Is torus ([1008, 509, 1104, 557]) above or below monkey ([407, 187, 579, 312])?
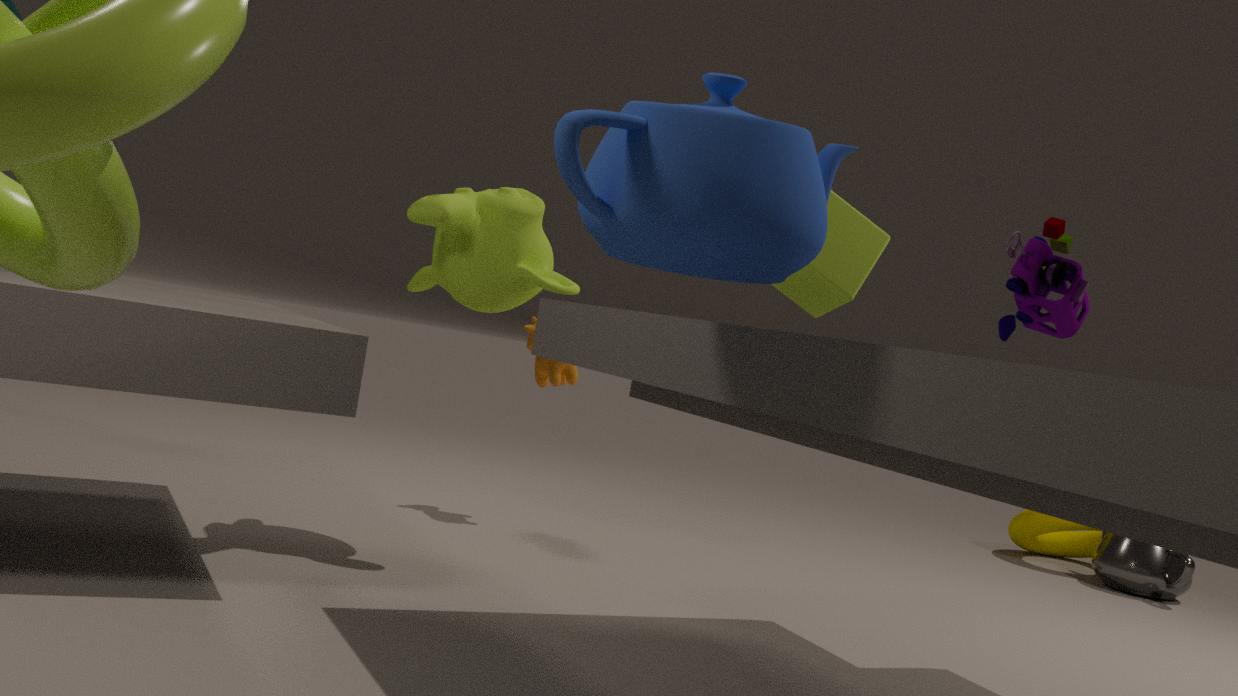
below
